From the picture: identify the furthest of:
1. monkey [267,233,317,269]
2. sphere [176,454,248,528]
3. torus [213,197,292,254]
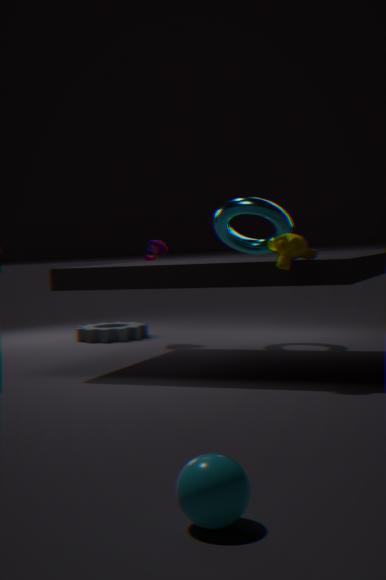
torus [213,197,292,254]
